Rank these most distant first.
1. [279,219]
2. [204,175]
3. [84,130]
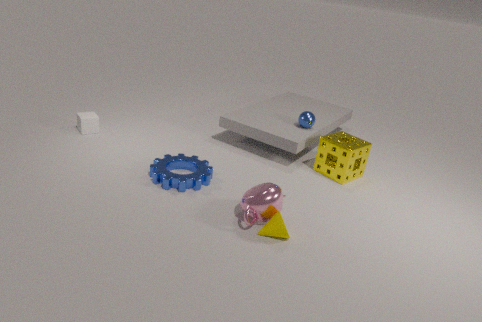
[84,130] → [204,175] → [279,219]
